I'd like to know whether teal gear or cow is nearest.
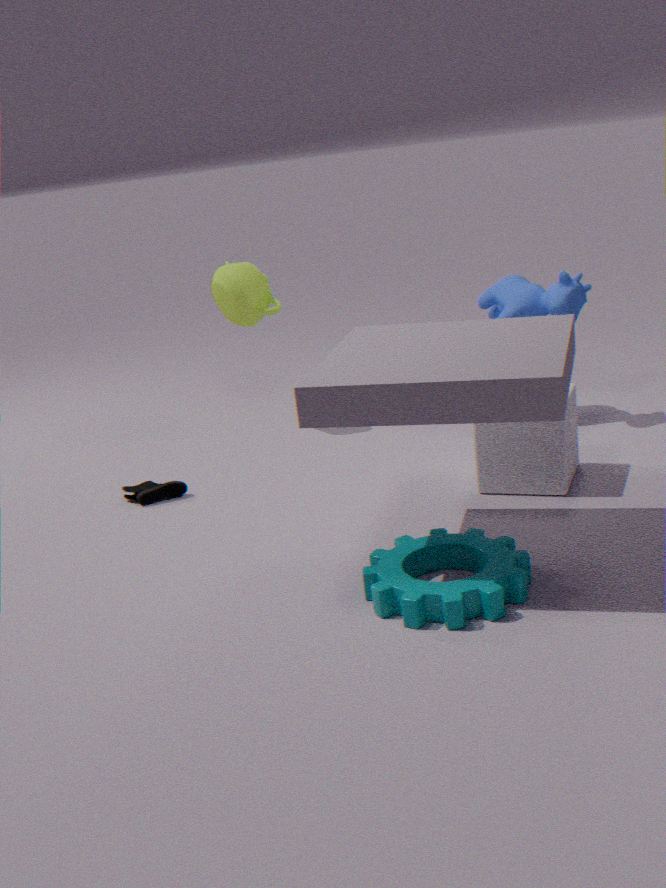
teal gear
